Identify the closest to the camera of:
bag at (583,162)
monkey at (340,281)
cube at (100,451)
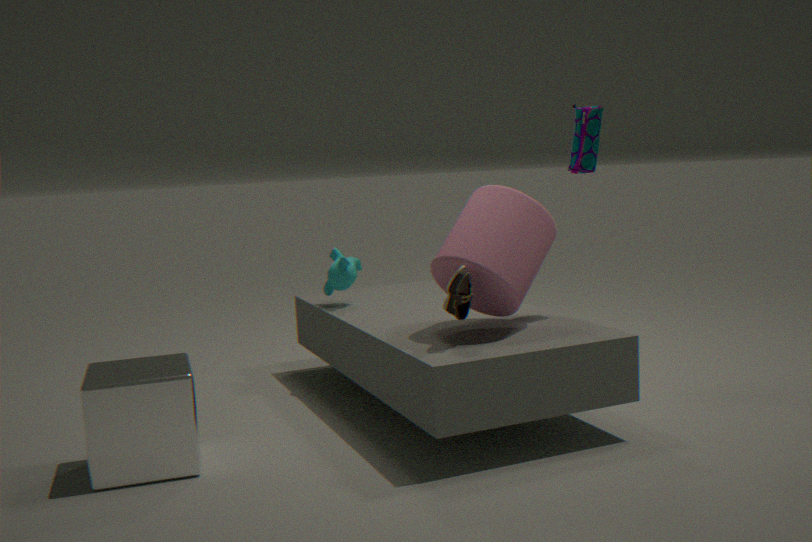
cube at (100,451)
